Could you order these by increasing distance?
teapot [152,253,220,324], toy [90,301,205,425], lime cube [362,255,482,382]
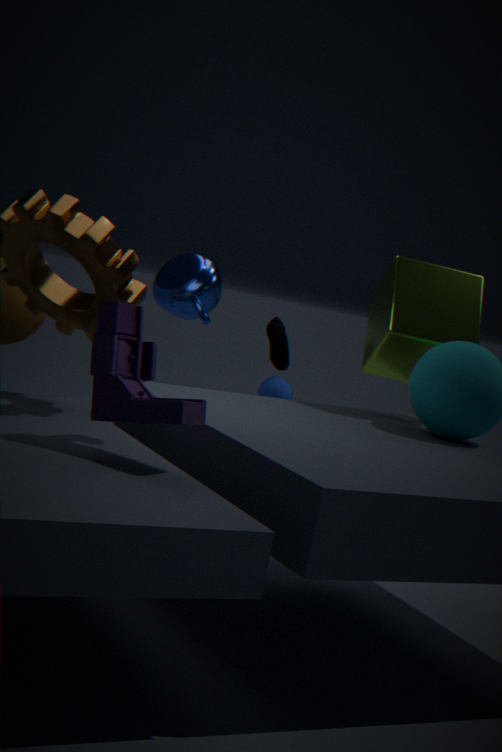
toy [90,301,205,425] < lime cube [362,255,482,382] < teapot [152,253,220,324]
